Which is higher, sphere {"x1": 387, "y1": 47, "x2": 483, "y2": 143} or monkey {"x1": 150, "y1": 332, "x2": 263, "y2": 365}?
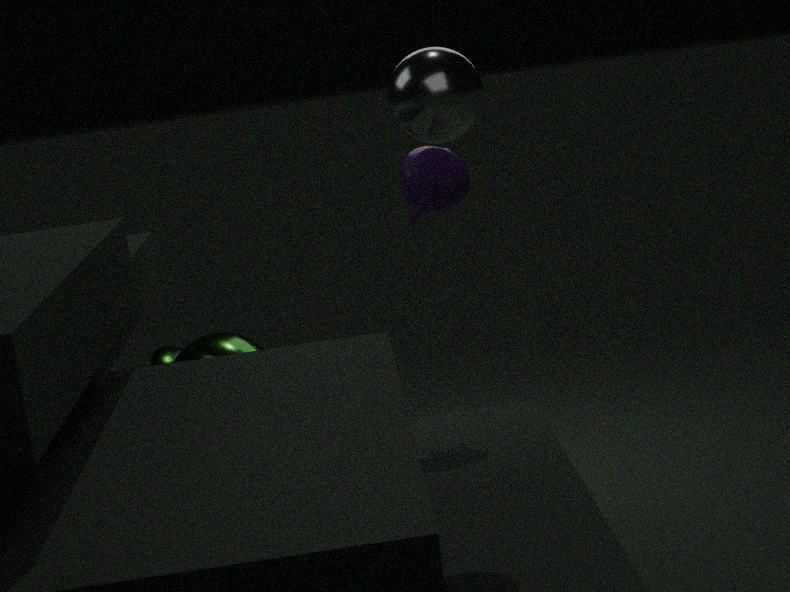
sphere {"x1": 387, "y1": 47, "x2": 483, "y2": 143}
